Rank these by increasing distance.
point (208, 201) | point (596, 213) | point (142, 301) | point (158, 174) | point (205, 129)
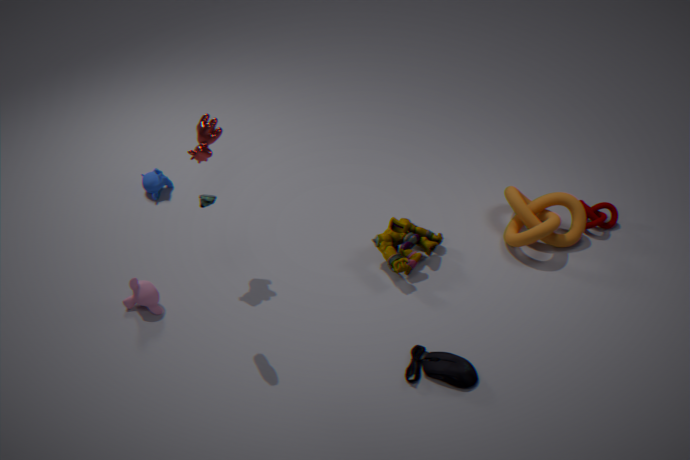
point (208, 201)
point (205, 129)
point (142, 301)
point (158, 174)
point (596, 213)
